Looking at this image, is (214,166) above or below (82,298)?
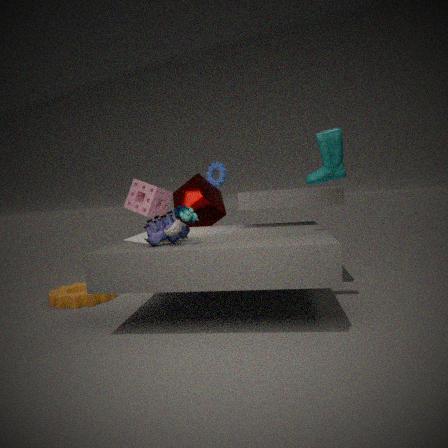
above
